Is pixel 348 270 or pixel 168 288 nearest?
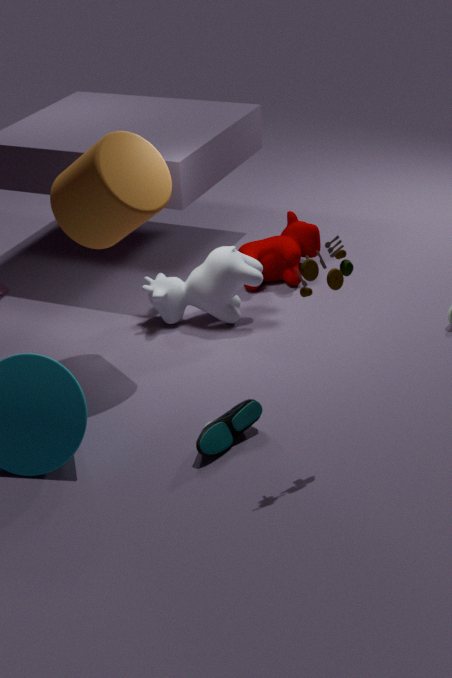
pixel 348 270
